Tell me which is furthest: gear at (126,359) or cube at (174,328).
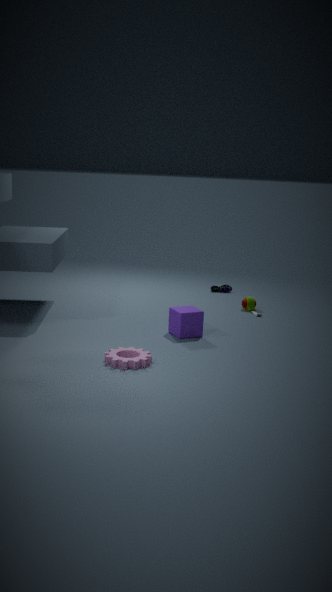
cube at (174,328)
